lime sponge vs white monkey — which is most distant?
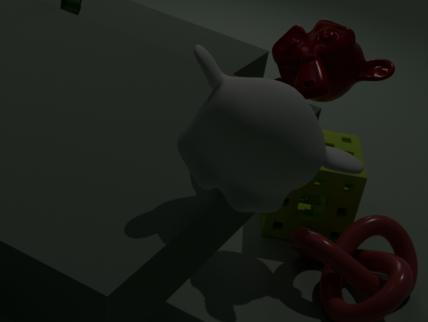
lime sponge
